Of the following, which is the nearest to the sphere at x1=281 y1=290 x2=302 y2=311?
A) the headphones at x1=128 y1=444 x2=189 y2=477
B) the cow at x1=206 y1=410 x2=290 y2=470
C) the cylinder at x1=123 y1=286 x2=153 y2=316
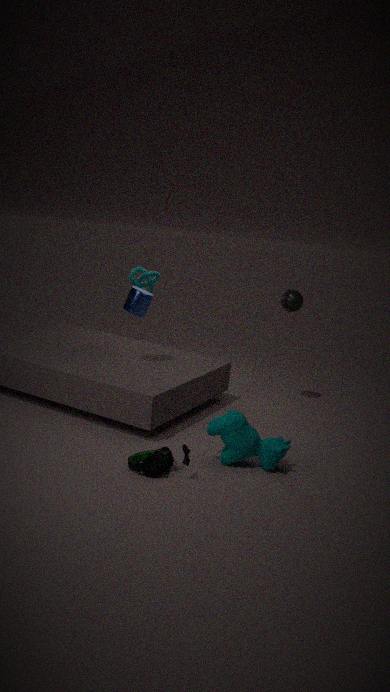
the cylinder at x1=123 y1=286 x2=153 y2=316
